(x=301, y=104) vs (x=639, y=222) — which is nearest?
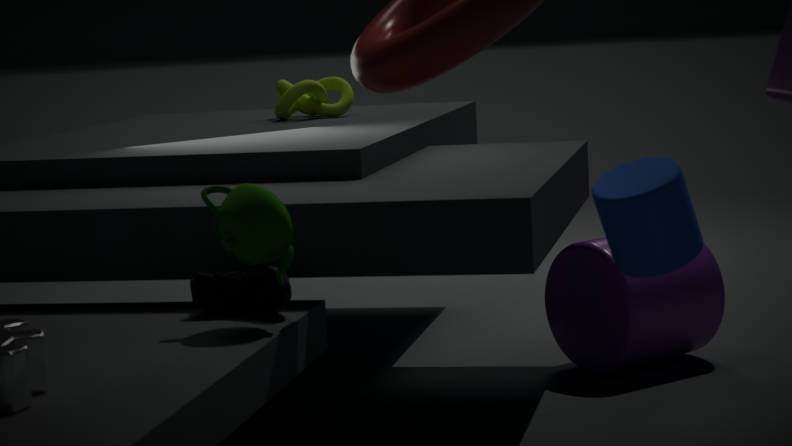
(x=639, y=222)
